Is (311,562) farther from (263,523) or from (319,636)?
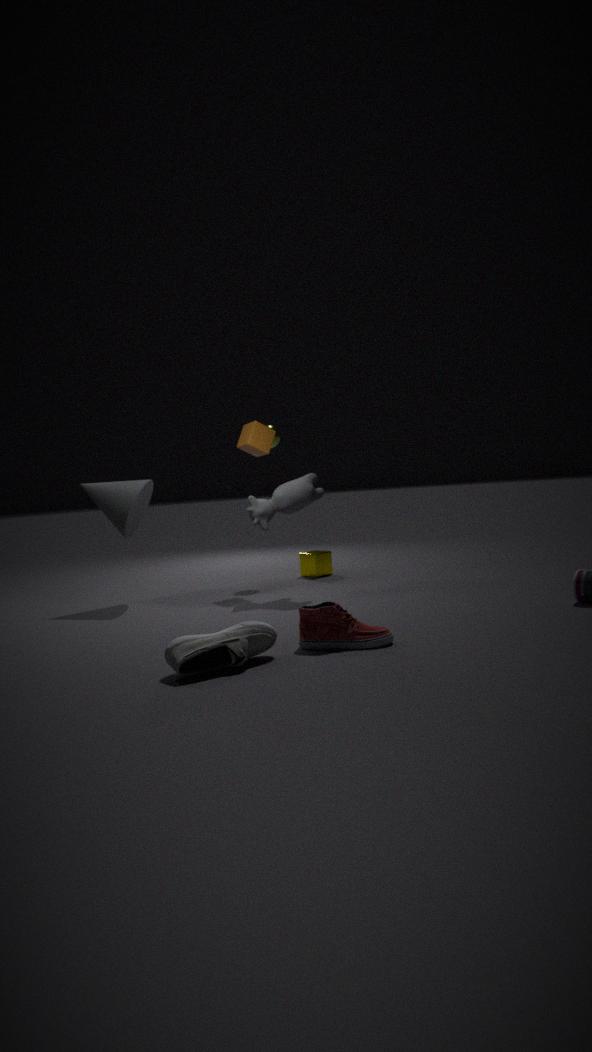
(319,636)
